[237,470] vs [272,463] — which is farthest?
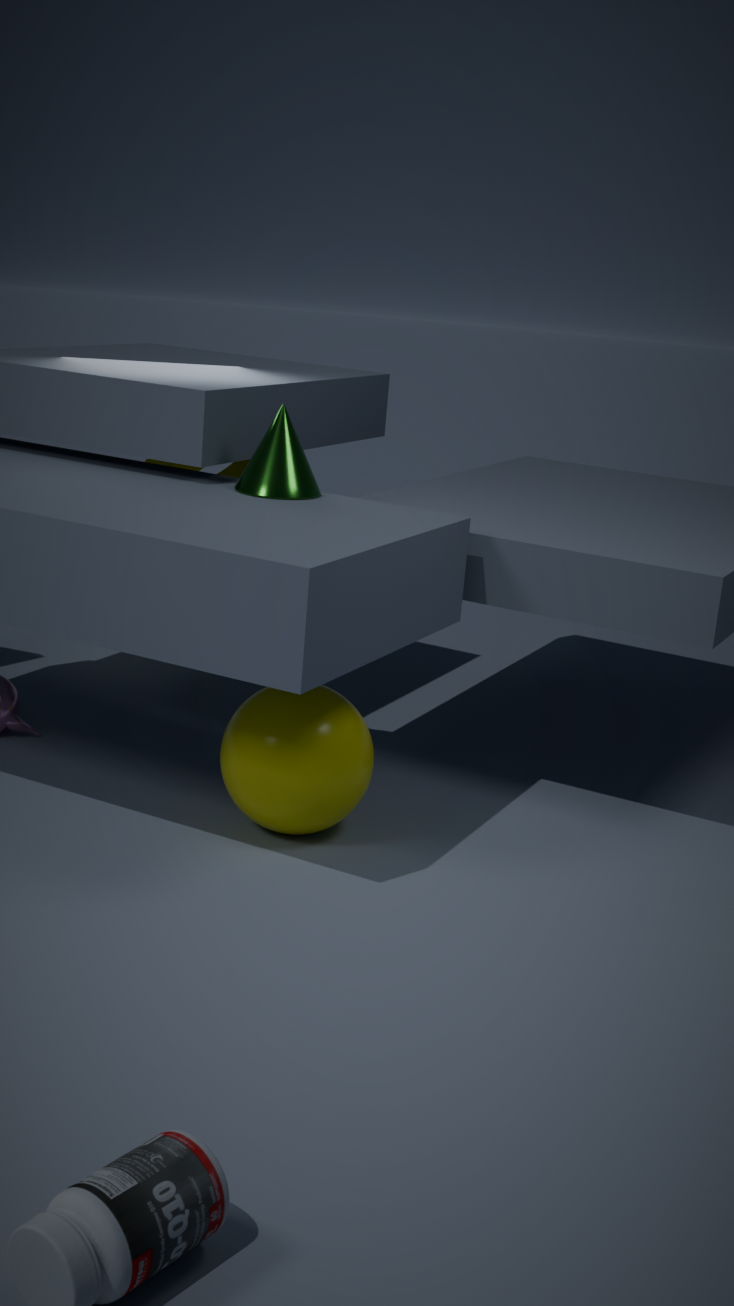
[237,470]
